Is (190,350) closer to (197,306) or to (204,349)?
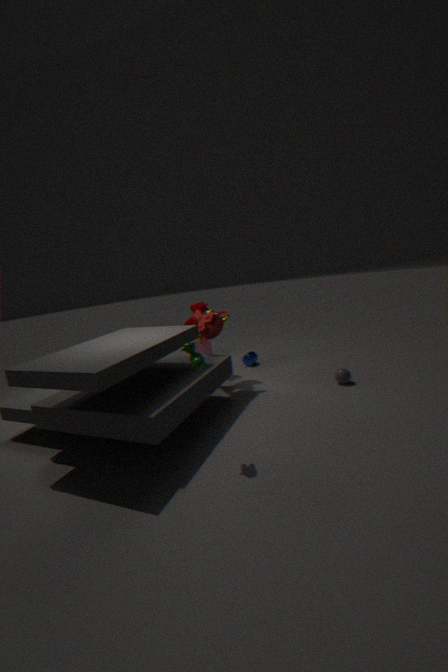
(197,306)
